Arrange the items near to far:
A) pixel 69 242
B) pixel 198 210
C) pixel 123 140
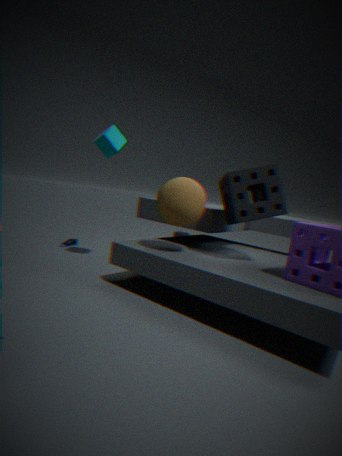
pixel 198 210 < pixel 123 140 < pixel 69 242
